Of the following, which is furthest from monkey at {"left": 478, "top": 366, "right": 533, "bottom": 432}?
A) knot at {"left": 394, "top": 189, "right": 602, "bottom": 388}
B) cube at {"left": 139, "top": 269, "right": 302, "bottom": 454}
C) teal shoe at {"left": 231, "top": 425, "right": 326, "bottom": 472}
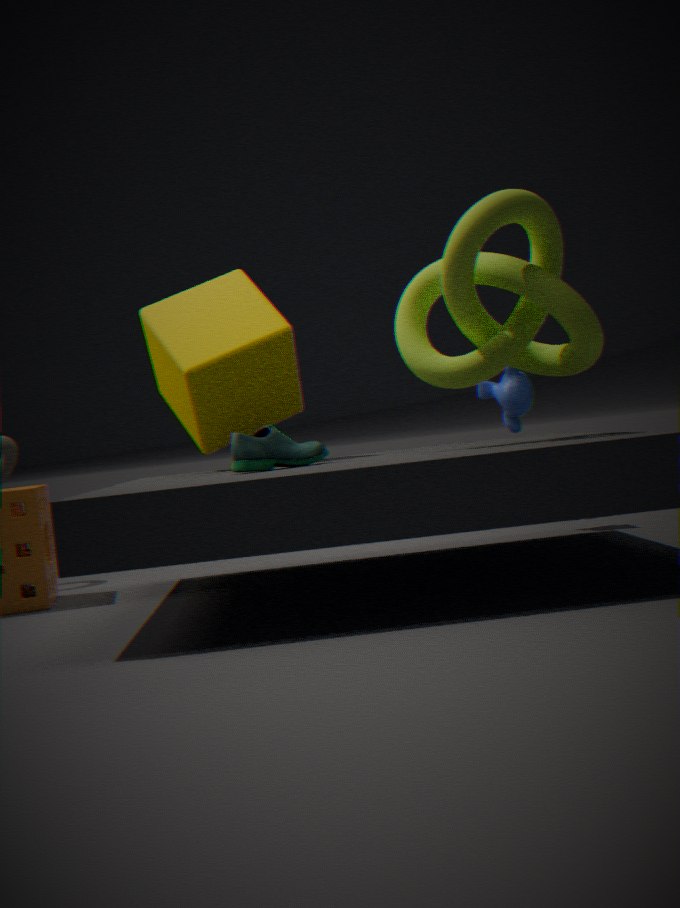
teal shoe at {"left": 231, "top": 425, "right": 326, "bottom": 472}
